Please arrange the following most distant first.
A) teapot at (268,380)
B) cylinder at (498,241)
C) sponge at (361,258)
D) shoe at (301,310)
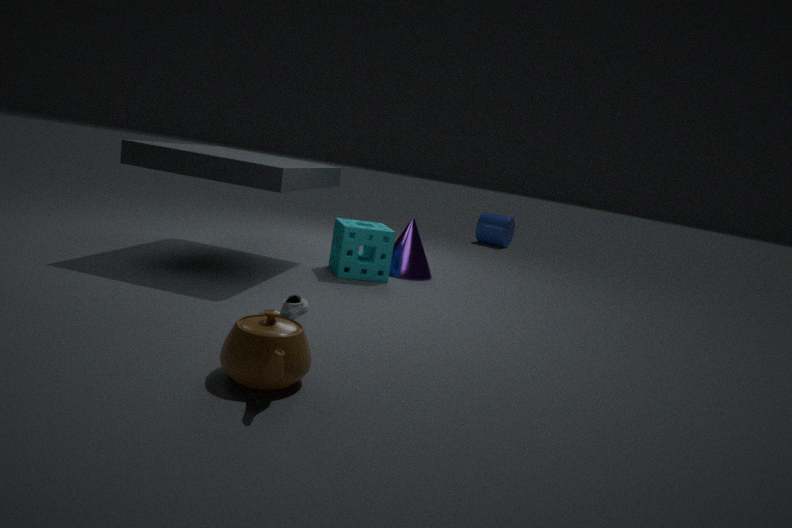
cylinder at (498,241) → sponge at (361,258) → shoe at (301,310) → teapot at (268,380)
